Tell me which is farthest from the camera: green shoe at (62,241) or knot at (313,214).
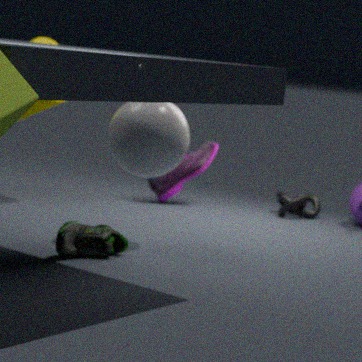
knot at (313,214)
